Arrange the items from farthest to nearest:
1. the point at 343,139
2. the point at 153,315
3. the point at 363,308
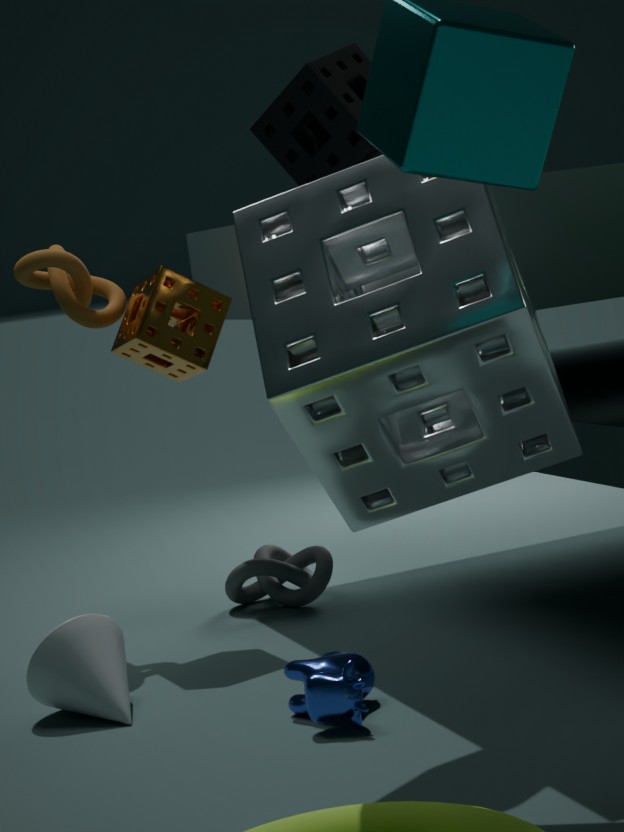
the point at 153,315 < the point at 343,139 < the point at 363,308
